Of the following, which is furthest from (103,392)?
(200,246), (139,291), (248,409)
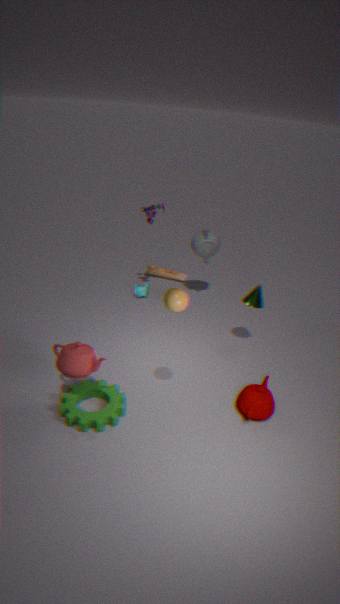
(200,246)
